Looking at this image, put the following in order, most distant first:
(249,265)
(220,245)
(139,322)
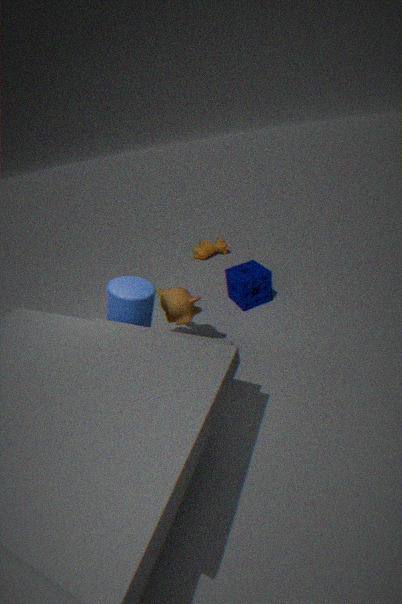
(220,245)
(249,265)
(139,322)
